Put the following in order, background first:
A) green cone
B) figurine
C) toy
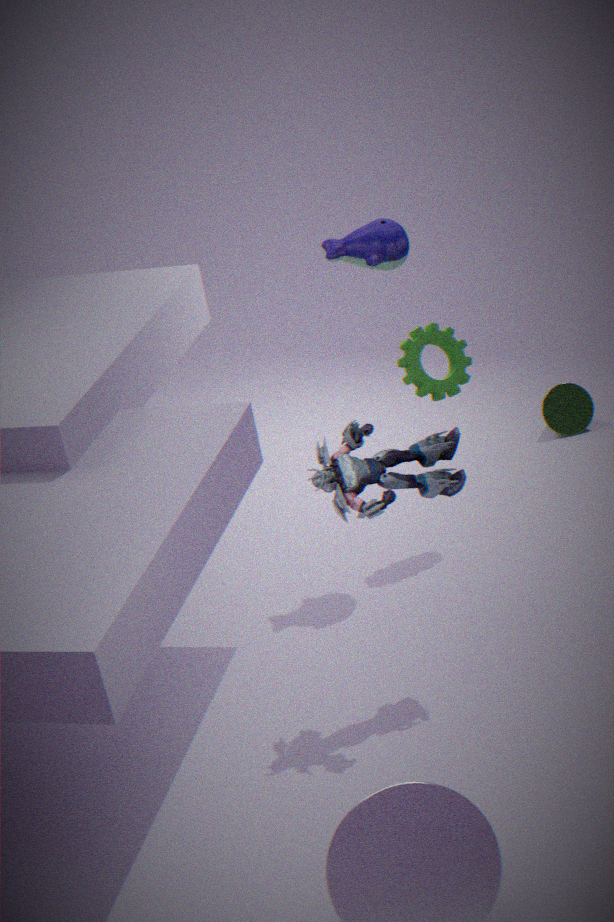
green cone
toy
figurine
